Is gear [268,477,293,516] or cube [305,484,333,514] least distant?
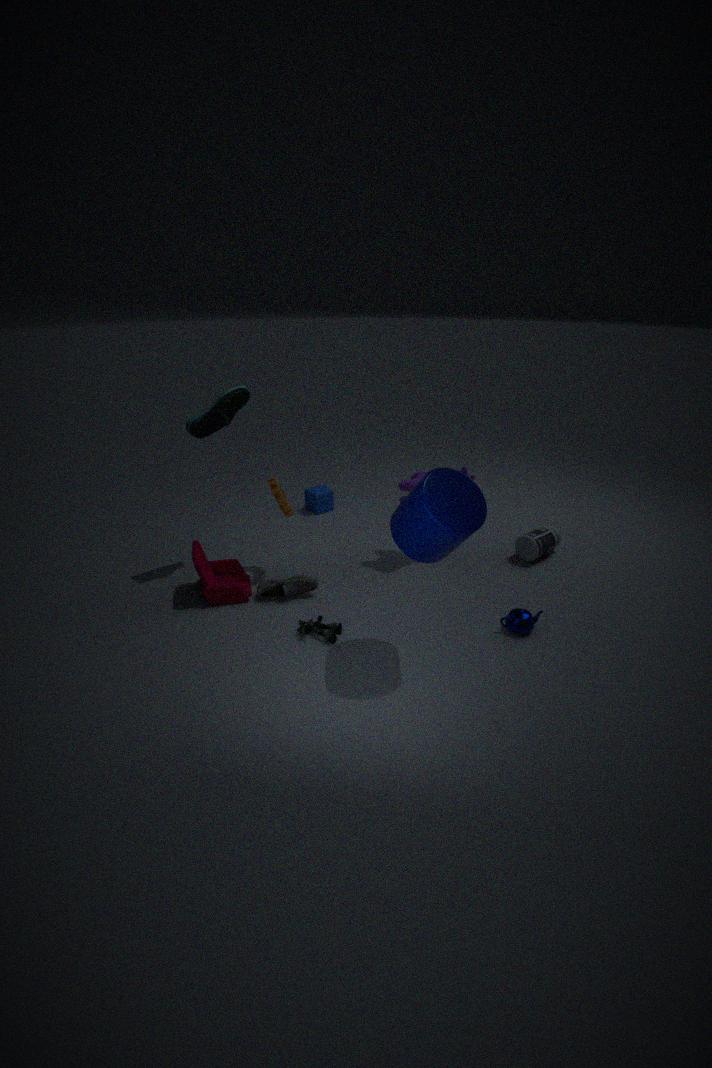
gear [268,477,293,516]
